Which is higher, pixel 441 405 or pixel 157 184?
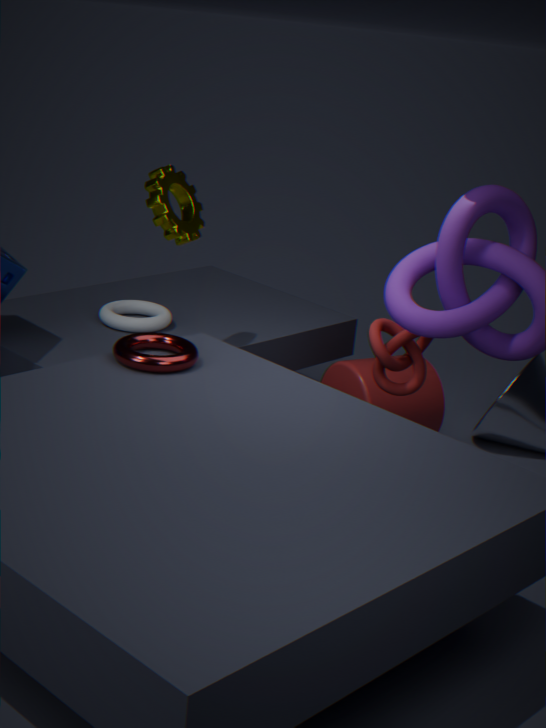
pixel 157 184
